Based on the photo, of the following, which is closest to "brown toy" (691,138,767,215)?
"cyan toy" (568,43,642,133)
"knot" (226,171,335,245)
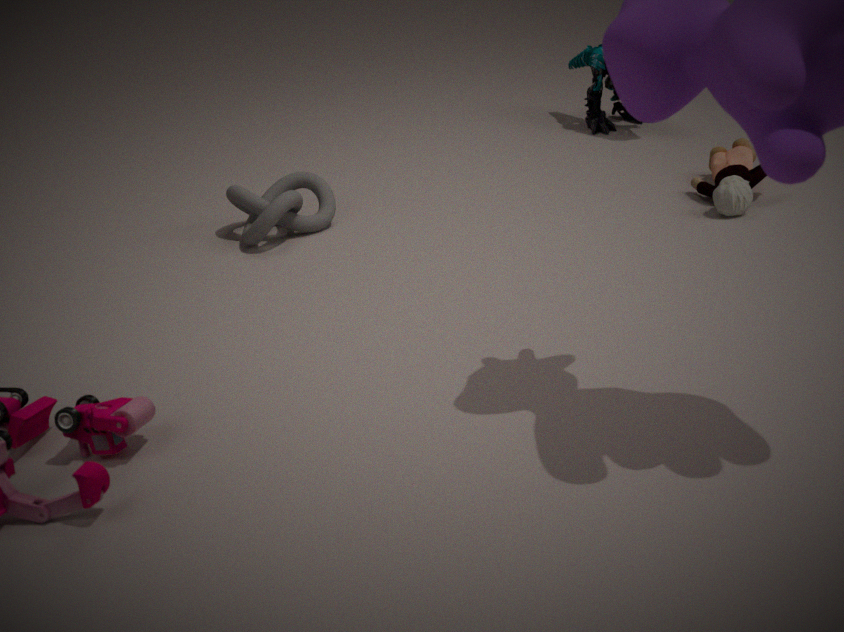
"cyan toy" (568,43,642,133)
